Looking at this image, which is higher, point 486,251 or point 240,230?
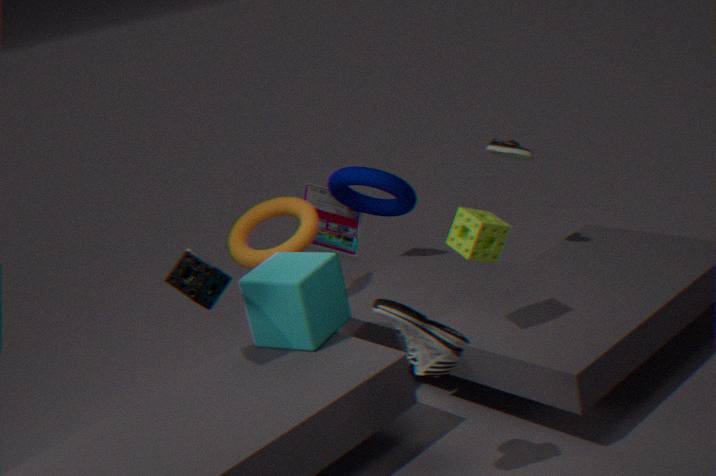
point 486,251
